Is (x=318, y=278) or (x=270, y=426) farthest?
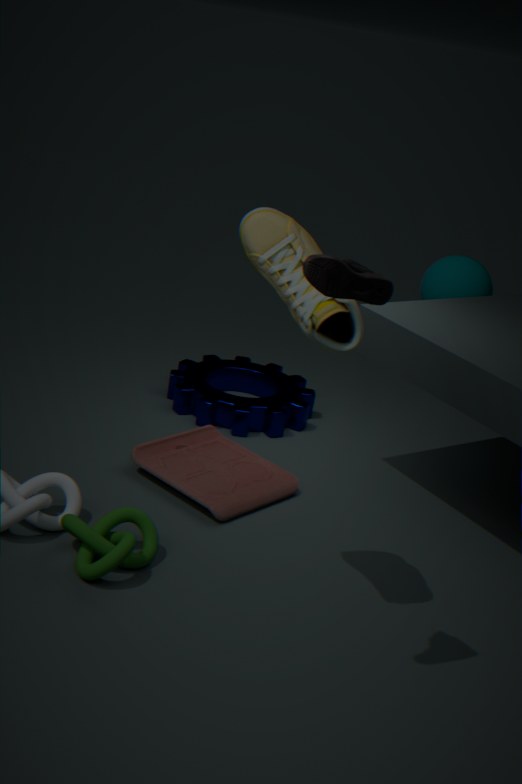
(x=270, y=426)
